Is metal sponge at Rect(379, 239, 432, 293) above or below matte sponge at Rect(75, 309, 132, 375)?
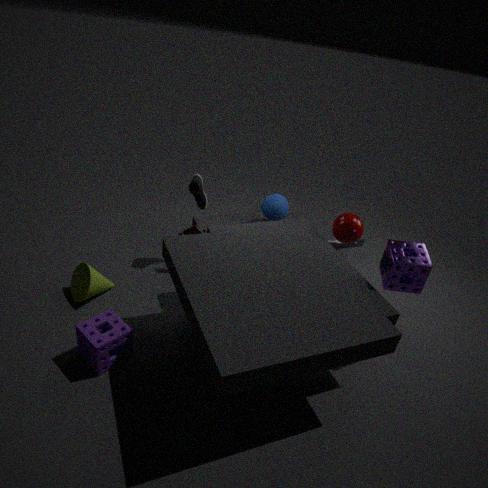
above
